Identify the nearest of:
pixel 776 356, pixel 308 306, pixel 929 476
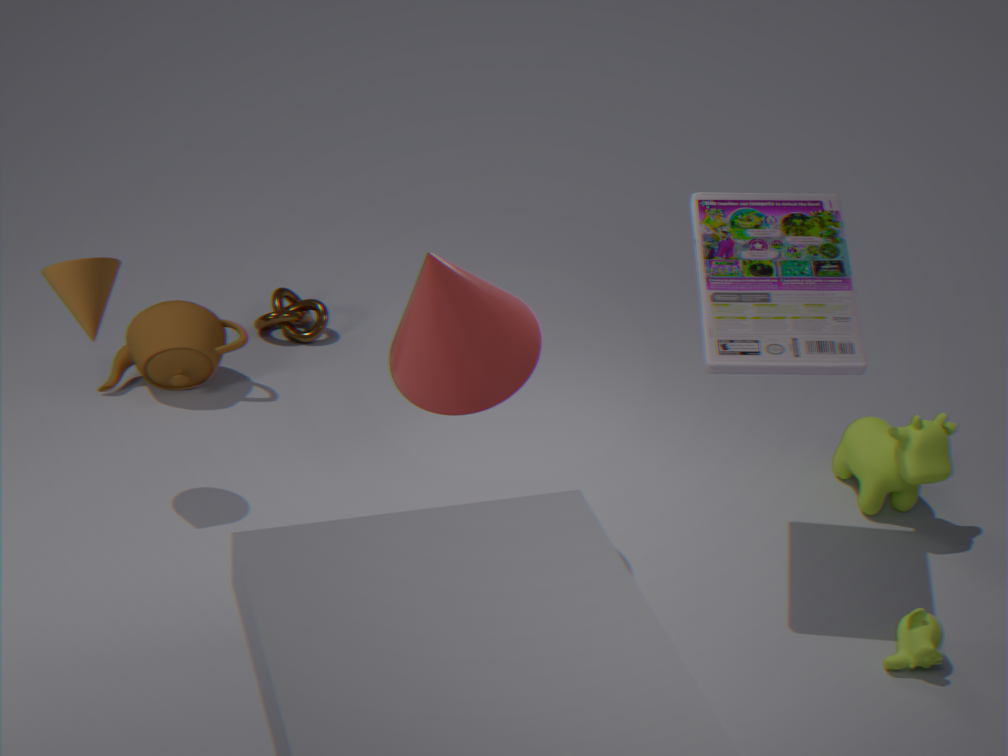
pixel 776 356
